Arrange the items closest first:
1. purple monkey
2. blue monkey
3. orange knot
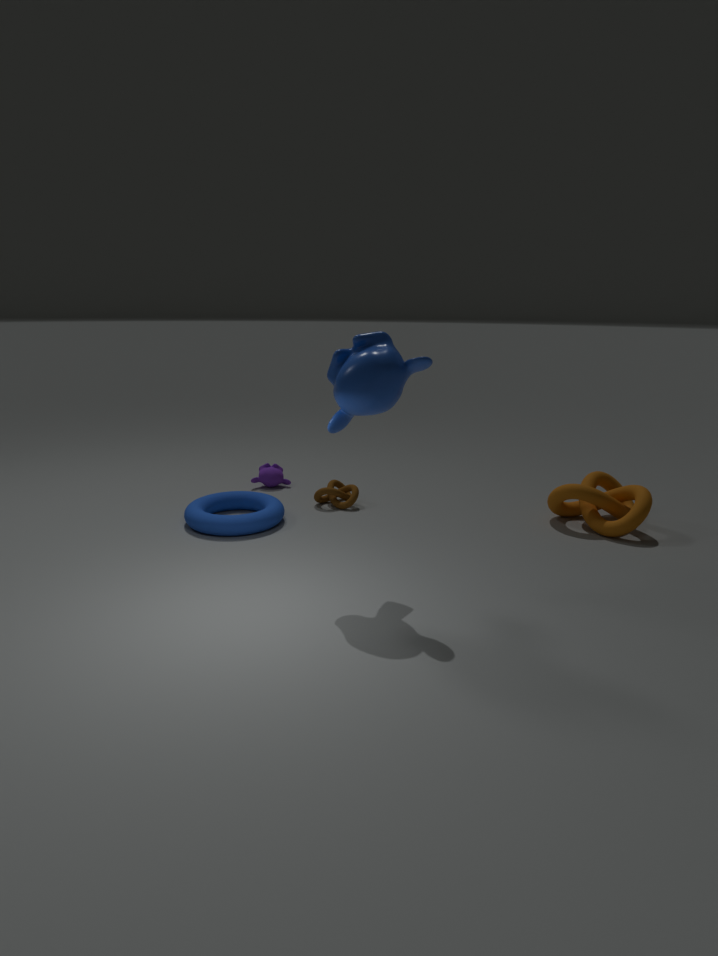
blue monkey → orange knot → purple monkey
